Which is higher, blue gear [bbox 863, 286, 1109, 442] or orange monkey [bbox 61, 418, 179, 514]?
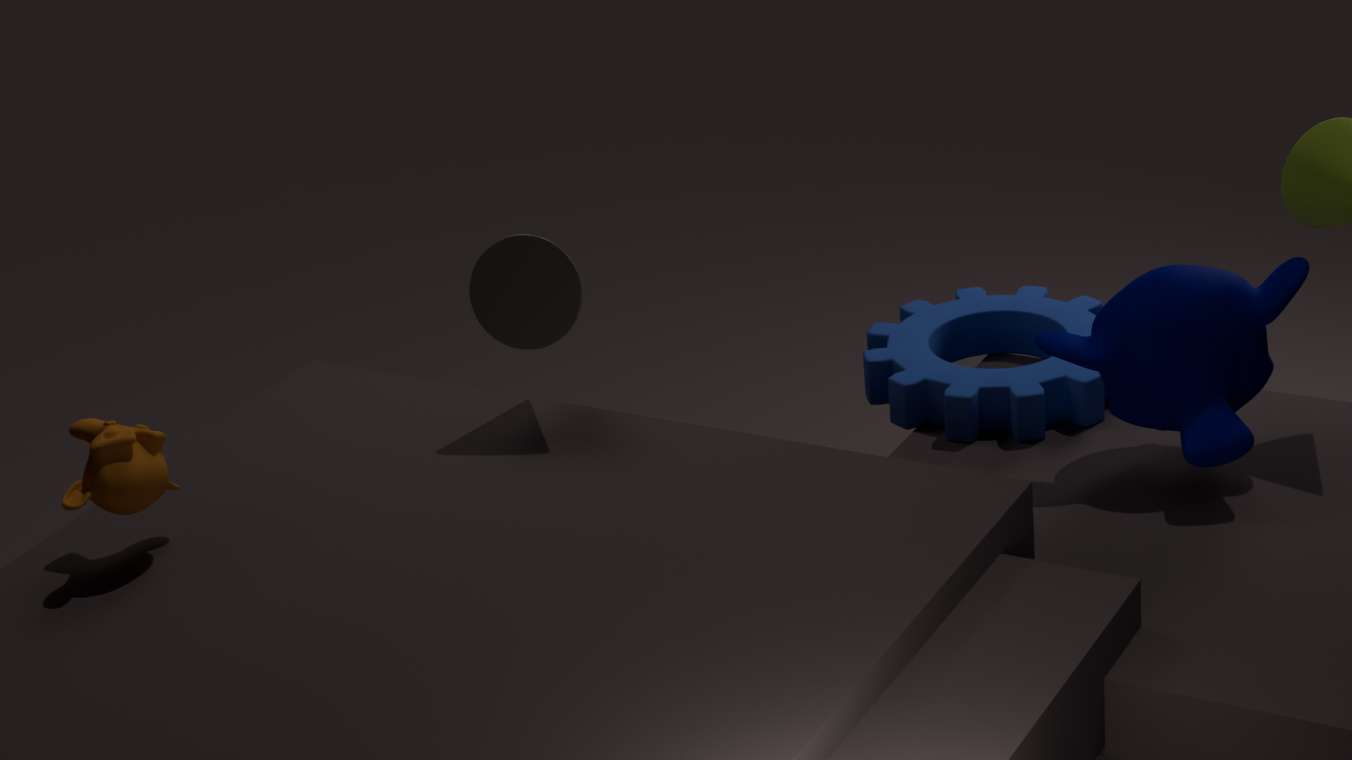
orange monkey [bbox 61, 418, 179, 514]
